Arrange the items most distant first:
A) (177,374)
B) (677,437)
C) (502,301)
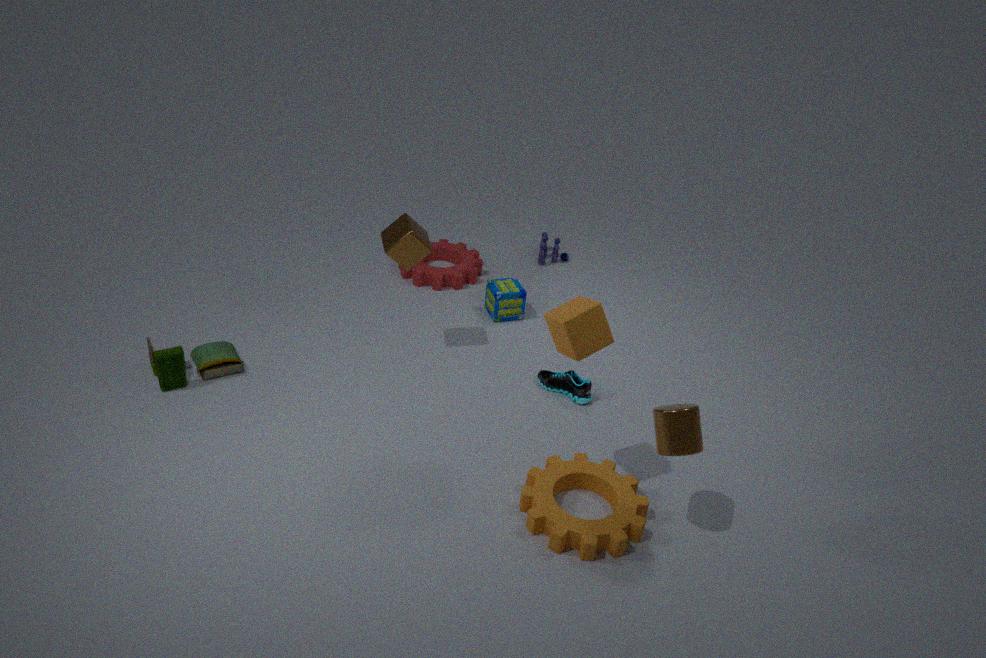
(502,301)
(177,374)
(677,437)
